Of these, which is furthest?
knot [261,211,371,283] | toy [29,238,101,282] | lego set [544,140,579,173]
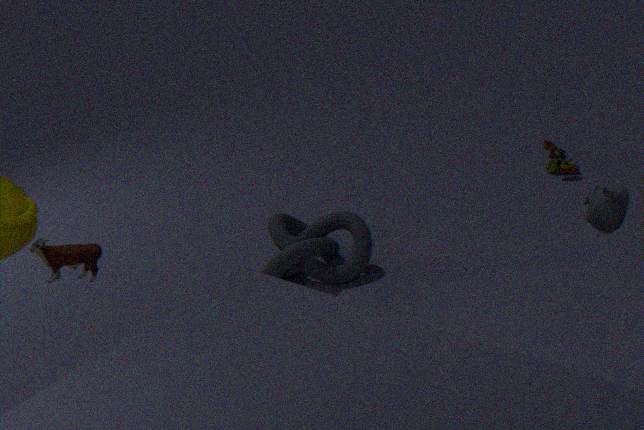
lego set [544,140,579,173]
